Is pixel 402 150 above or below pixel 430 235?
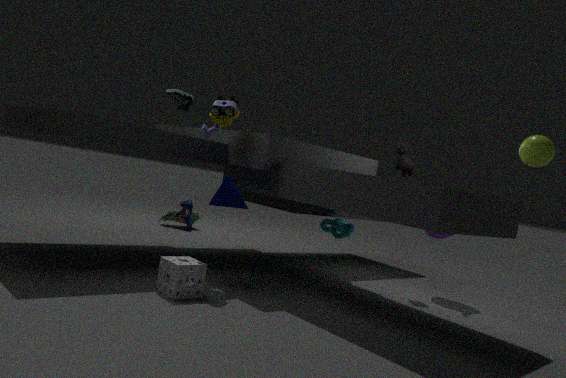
above
